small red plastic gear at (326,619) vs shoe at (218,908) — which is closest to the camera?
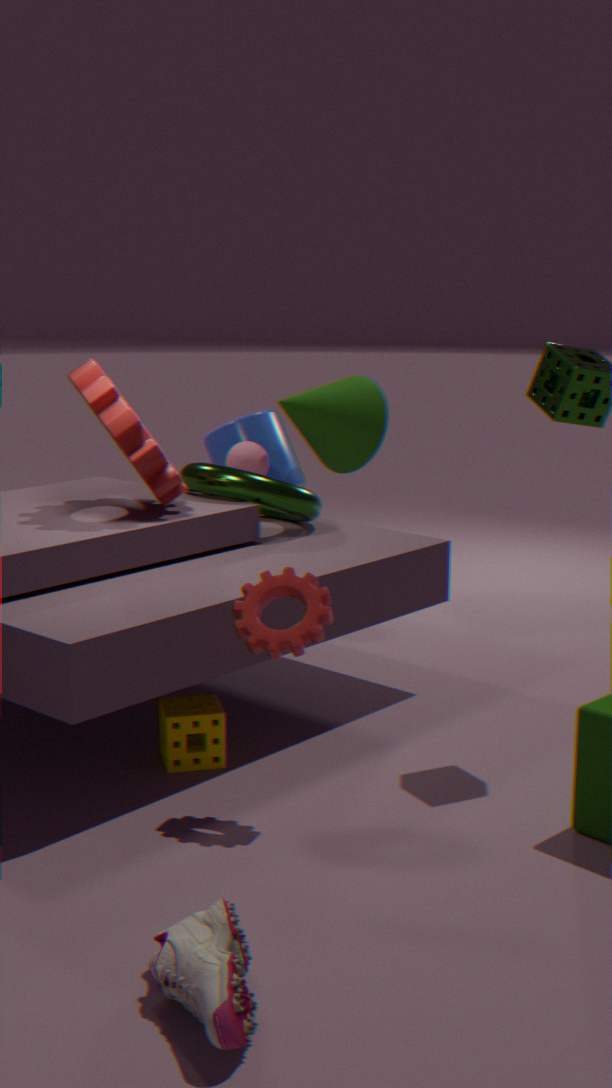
shoe at (218,908)
